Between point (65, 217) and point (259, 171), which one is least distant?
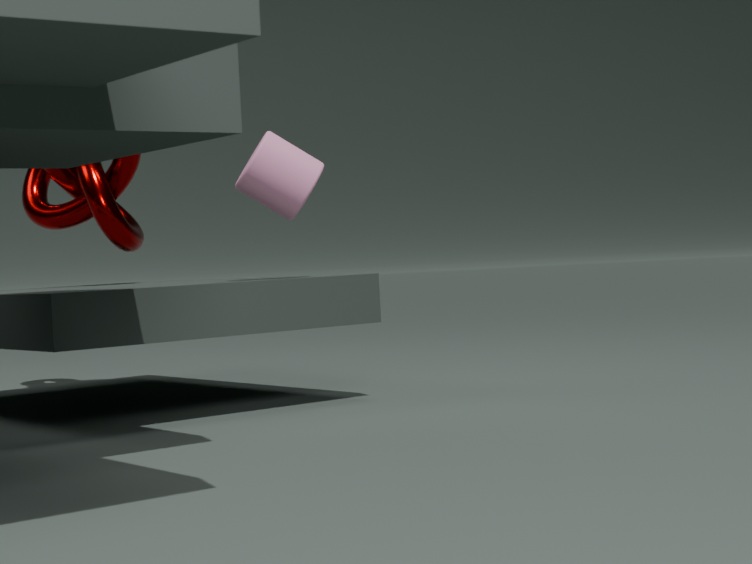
point (259, 171)
